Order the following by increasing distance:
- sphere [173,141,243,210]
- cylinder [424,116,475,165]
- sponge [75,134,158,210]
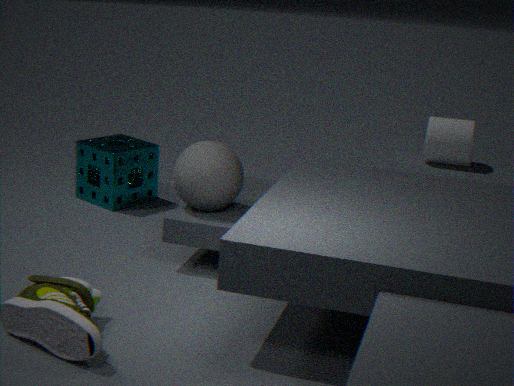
1. sphere [173,141,243,210]
2. sponge [75,134,158,210]
3. cylinder [424,116,475,165]
